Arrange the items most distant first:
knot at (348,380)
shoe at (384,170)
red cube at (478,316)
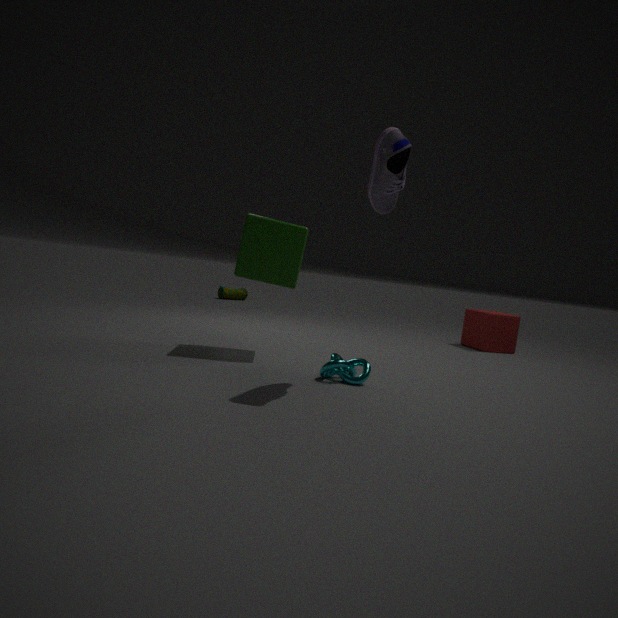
1. red cube at (478,316)
2. knot at (348,380)
3. shoe at (384,170)
